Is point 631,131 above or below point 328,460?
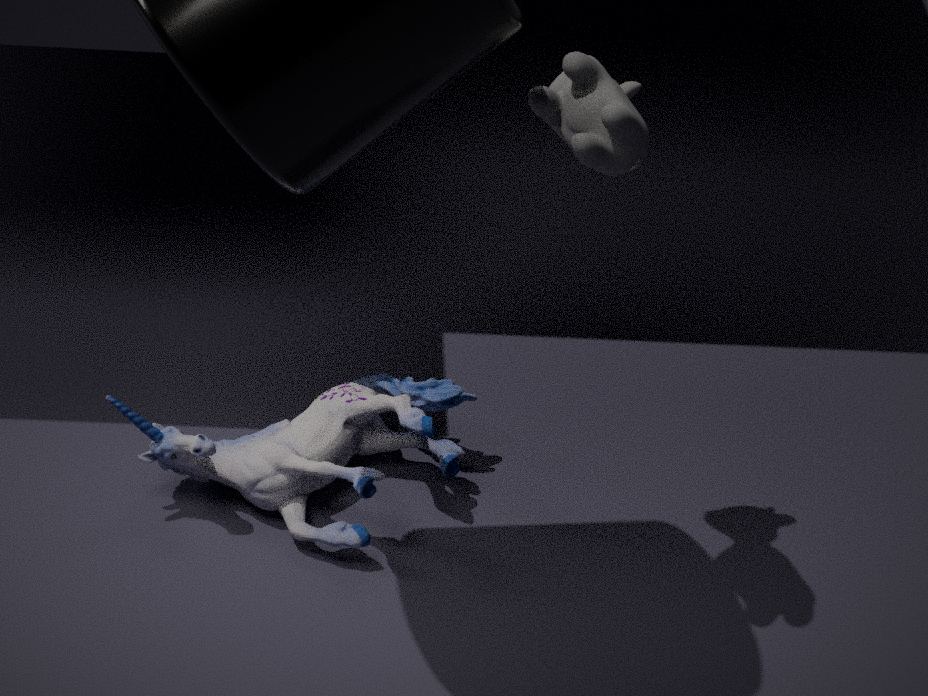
above
